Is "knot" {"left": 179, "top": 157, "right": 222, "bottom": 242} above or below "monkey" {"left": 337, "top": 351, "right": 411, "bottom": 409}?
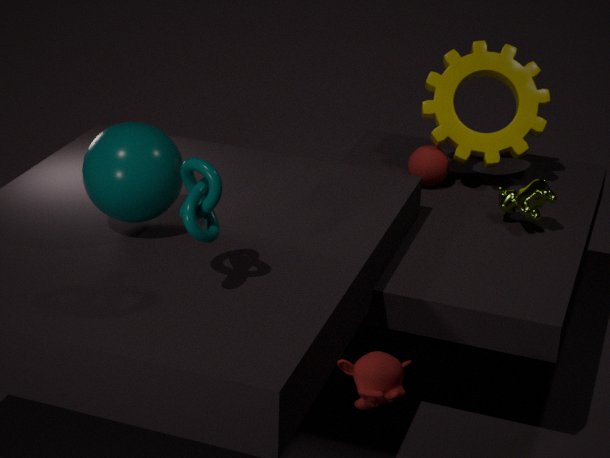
above
